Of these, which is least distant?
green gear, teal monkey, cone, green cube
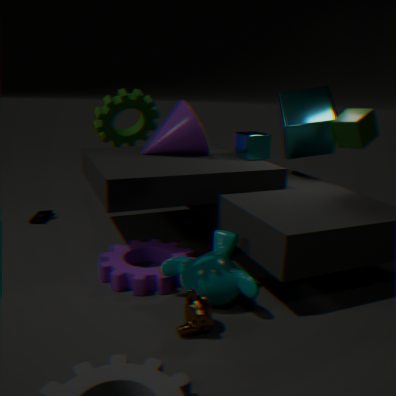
green gear
